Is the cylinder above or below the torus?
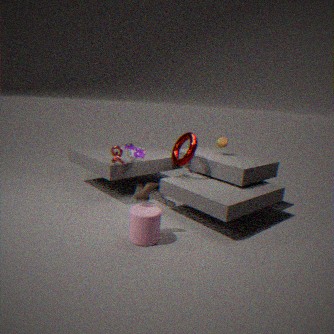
below
